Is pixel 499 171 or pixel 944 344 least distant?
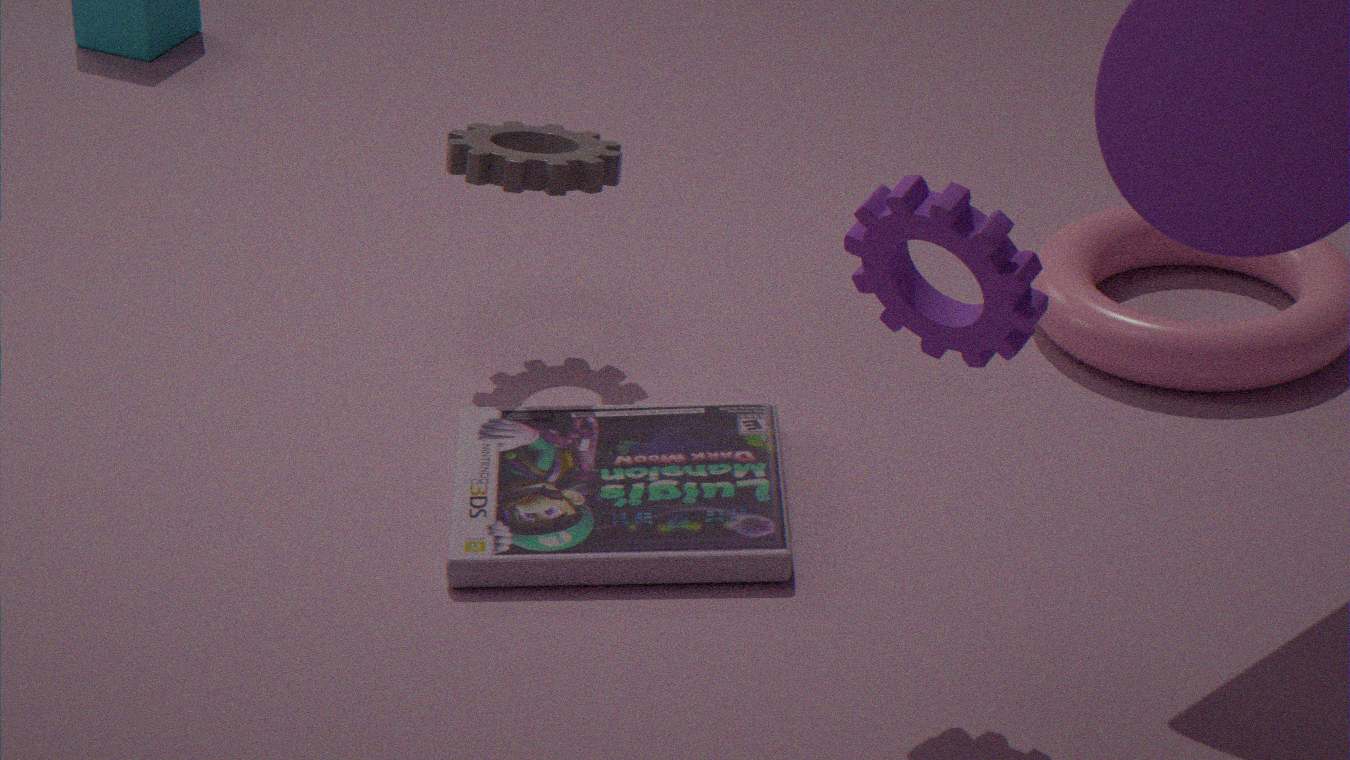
pixel 944 344
